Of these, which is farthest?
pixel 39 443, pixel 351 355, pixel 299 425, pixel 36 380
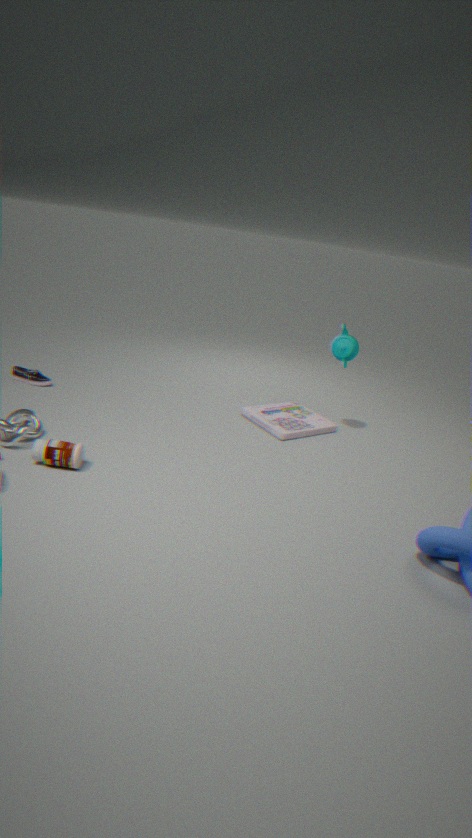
pixel 36 380
